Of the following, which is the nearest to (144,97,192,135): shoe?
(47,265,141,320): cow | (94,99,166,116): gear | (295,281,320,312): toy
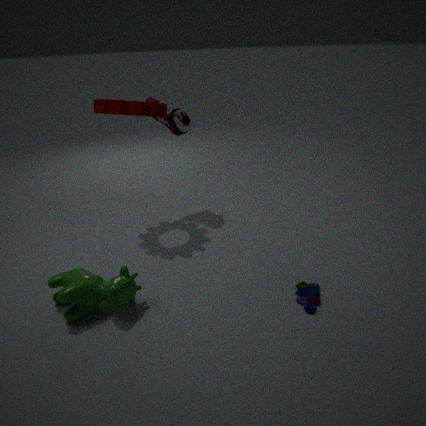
(94,99,166,116): gear
